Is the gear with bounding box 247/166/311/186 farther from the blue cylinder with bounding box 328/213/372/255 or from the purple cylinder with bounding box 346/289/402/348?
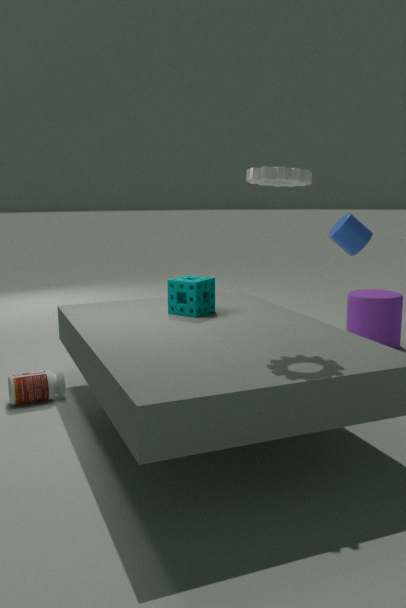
the purple cylinder with bounding box 346/289/402/348
